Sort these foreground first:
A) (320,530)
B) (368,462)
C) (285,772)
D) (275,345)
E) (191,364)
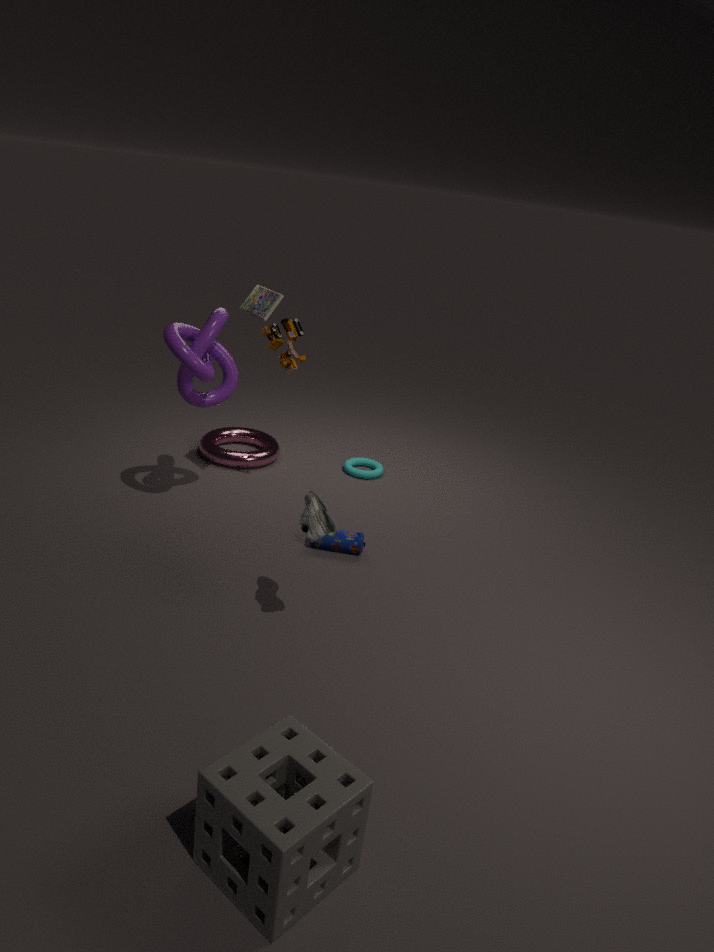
1. (285,772)
2. (320,530)
3. (191,364)
4. (275,345)
5. (368,462)
